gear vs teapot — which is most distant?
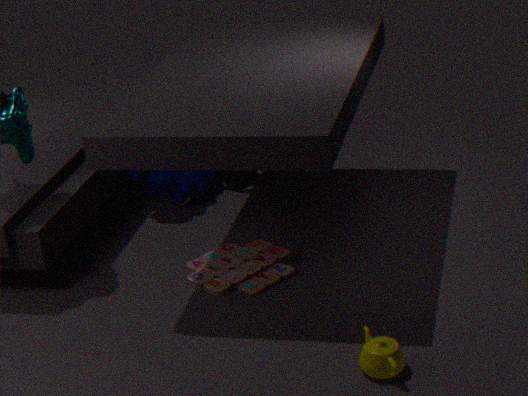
gear
